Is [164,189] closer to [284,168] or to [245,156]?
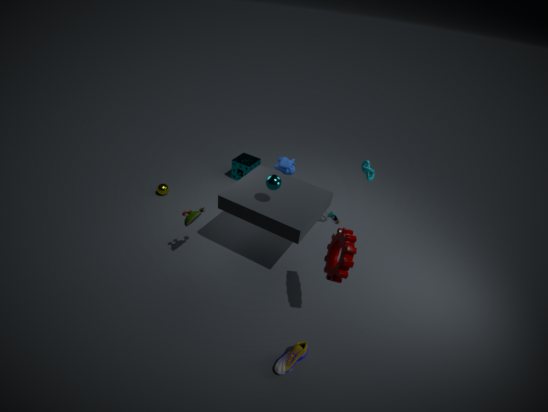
[245,156]
